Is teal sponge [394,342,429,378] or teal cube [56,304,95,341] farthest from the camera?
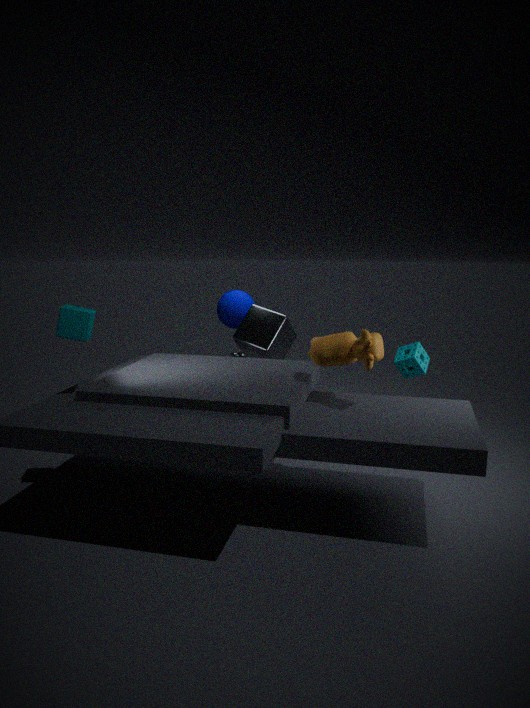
teal sponge [394,342,429,378]
